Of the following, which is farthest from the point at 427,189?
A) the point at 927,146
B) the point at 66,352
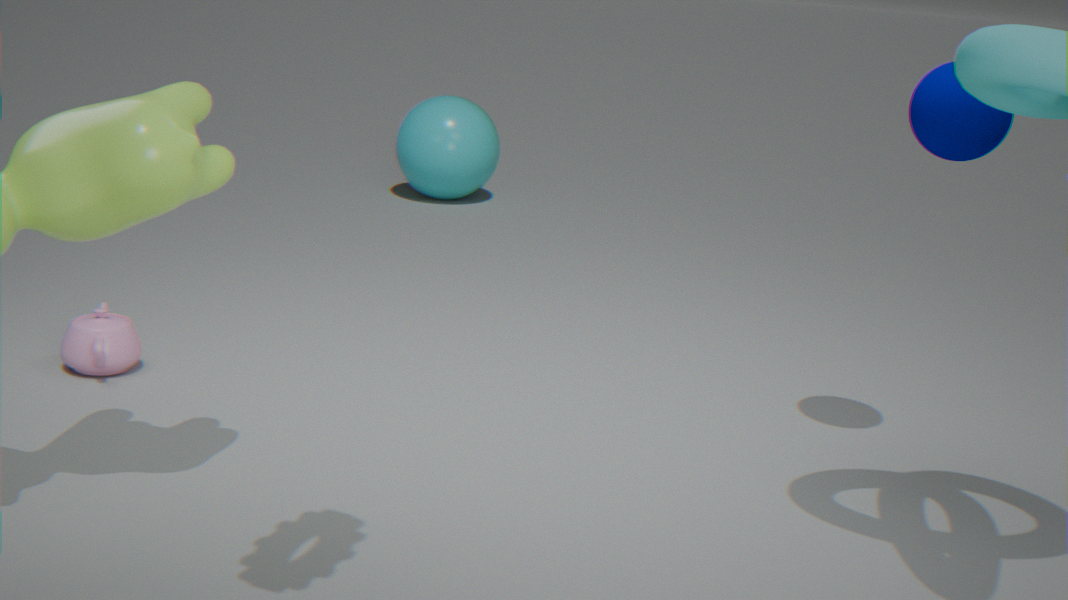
the point at 927,146
